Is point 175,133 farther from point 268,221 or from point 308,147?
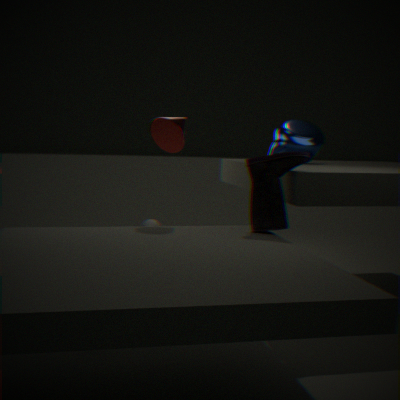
point 308,147
